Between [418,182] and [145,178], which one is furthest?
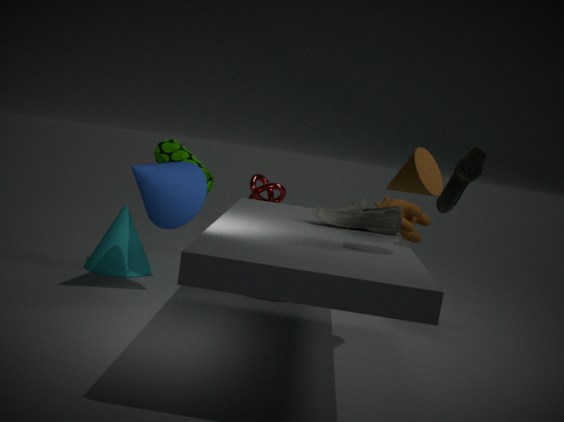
[145,178]
